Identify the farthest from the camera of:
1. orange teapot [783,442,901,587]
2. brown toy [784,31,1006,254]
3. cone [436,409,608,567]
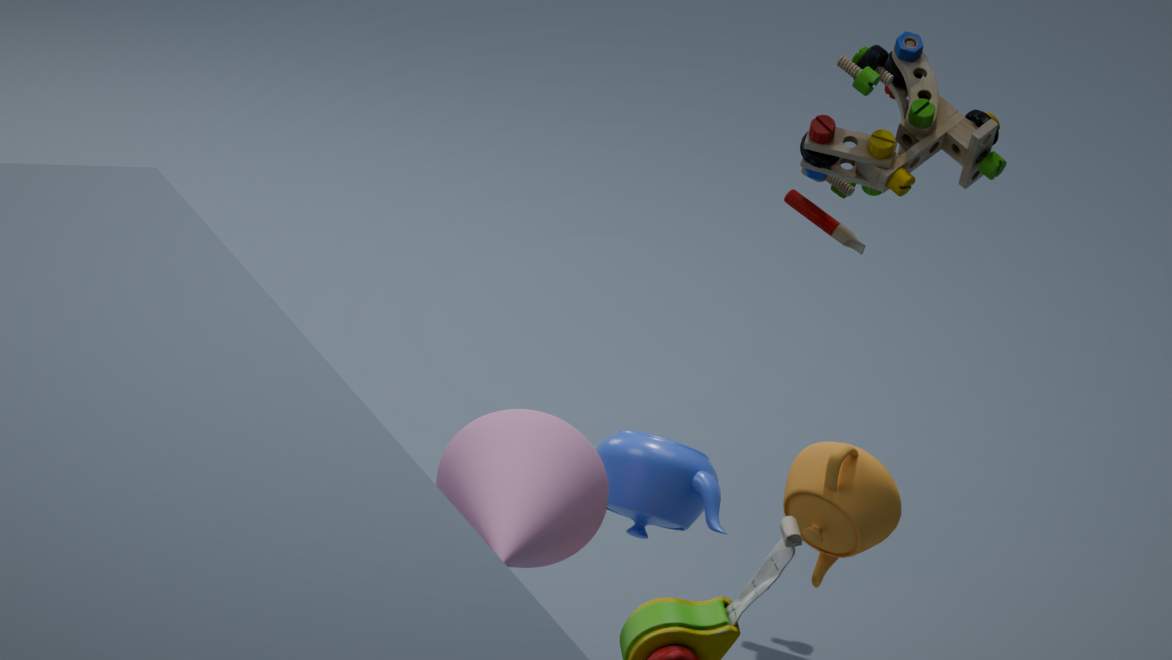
brown toy [784,31,1006,254]
